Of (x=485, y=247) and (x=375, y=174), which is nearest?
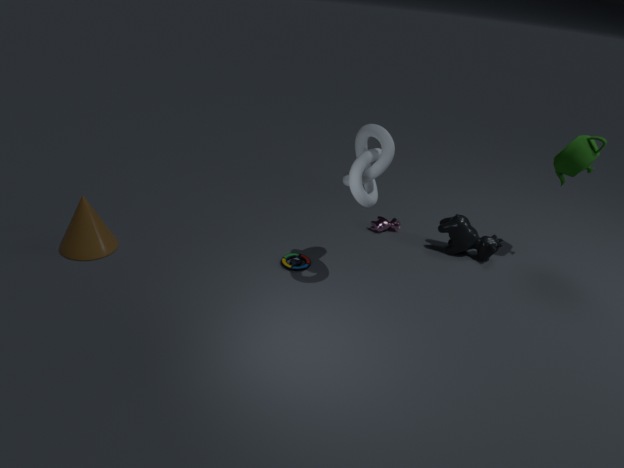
(x=375, y=174)
